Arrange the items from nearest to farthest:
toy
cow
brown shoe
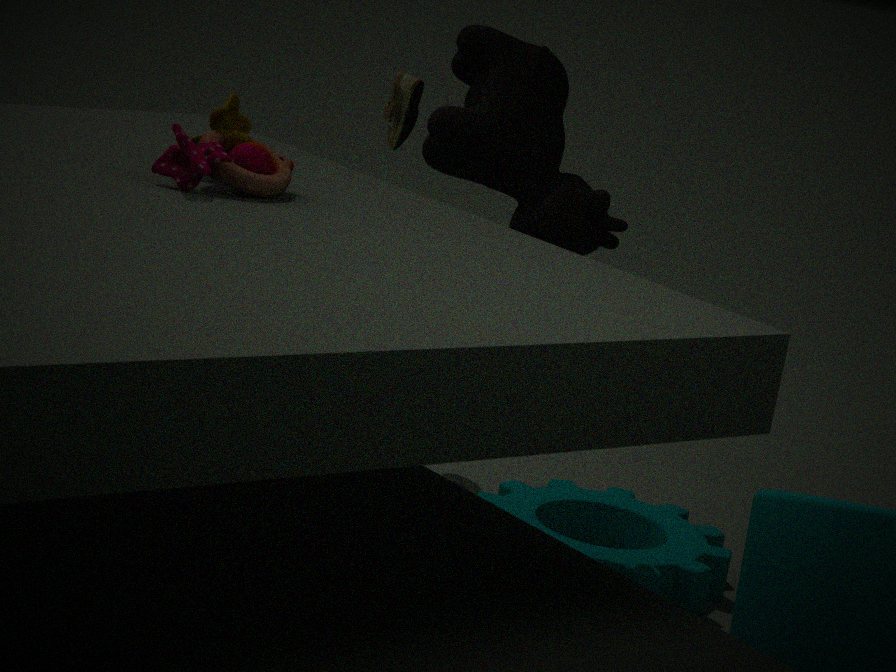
toy < cow < brown shoe
